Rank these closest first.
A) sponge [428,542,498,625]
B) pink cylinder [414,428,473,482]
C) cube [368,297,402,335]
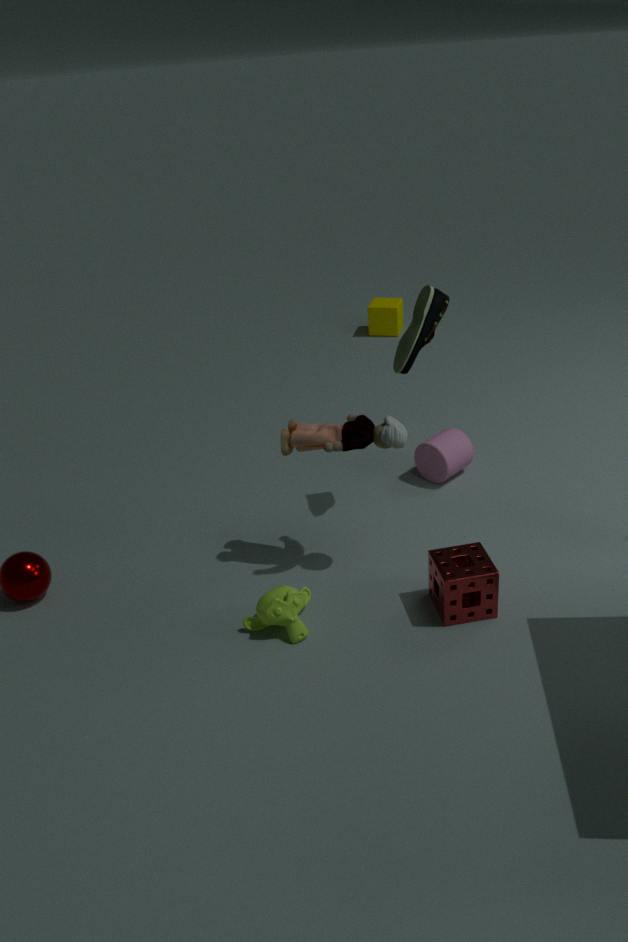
1. sponge [428,542,498,625]
2. pink cylinder [414,428,473,482]
3. cube [368,297,402,335]
